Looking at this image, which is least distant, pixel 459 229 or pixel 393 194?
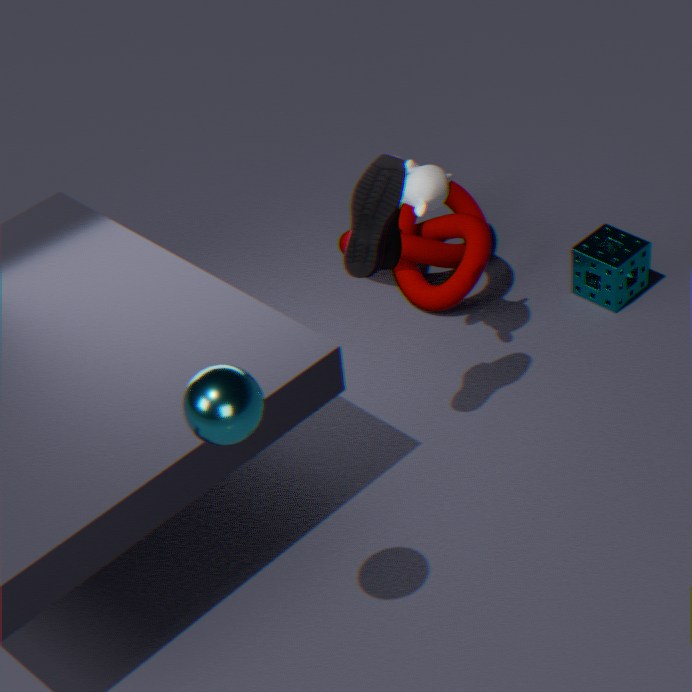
pixel 393 194
